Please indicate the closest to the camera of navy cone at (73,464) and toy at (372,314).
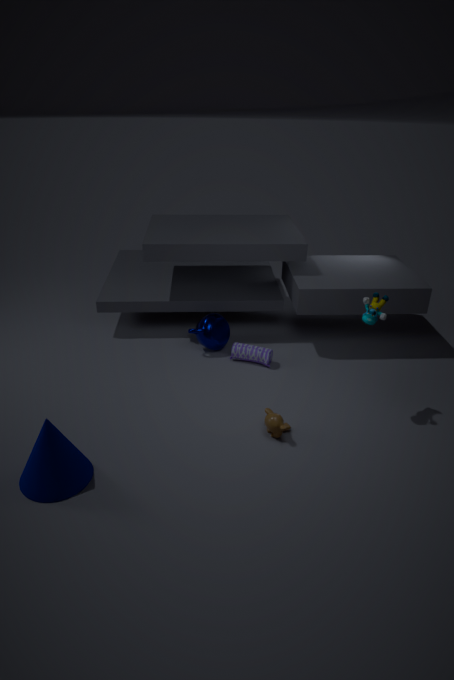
navy cone at (73,464)
